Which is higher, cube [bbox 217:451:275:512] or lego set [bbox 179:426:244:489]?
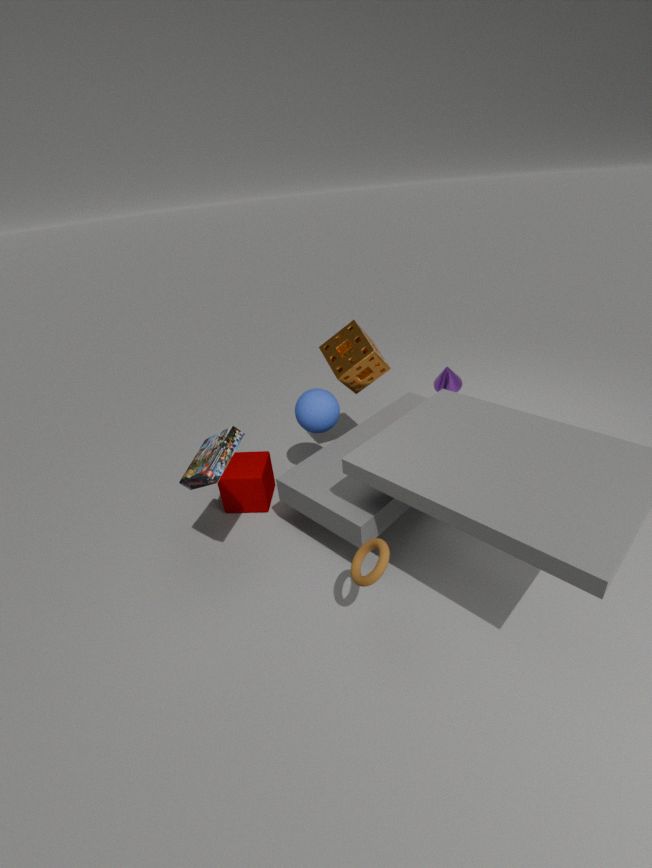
lego set [bbox 179:426:244:489]
